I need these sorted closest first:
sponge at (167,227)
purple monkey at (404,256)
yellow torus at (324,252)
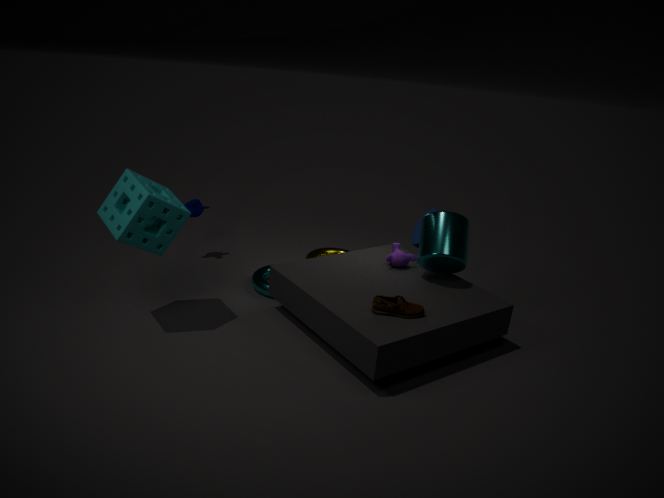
sponge at (167,227), purple monkey at (404,256), yellow torus at (324,252)
